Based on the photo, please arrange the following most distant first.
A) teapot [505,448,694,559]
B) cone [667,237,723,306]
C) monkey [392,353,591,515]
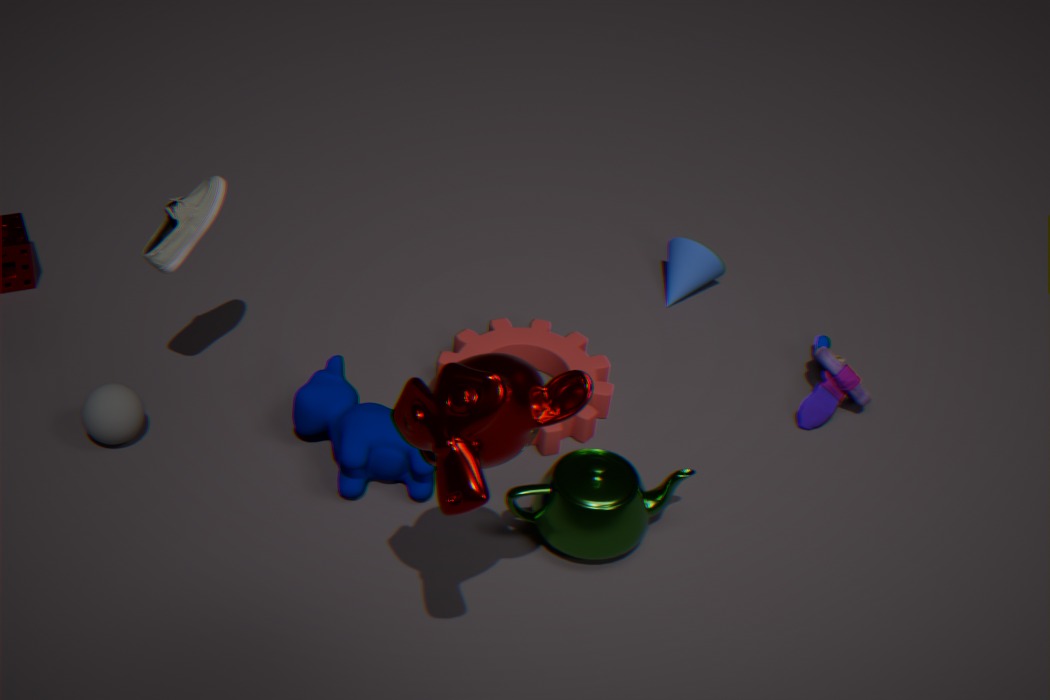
cone [667,237,723,306] → teapot [505,448,694,559] → monkey [392,353,591,515]
